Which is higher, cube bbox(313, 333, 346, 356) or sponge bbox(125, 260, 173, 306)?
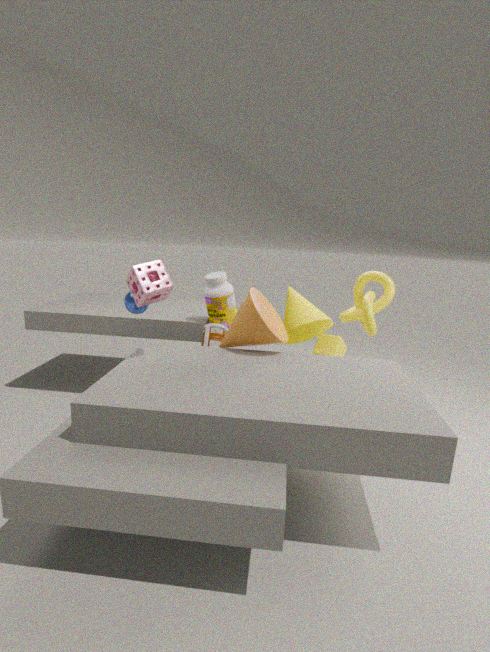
sponge bbox(125, 260, 173, 306)
